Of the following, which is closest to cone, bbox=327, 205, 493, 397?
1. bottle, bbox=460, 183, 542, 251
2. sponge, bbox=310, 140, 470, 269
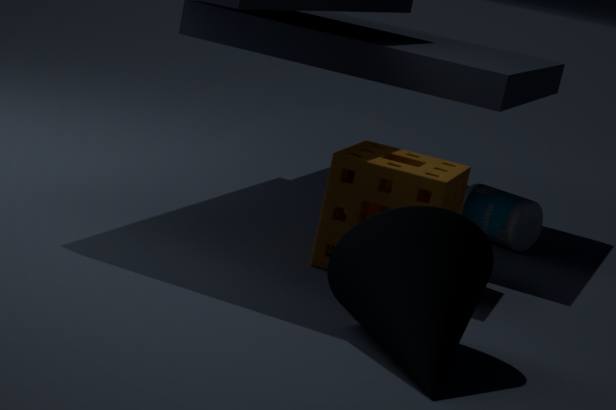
sponge, bbox=310, 140, 470, 269
